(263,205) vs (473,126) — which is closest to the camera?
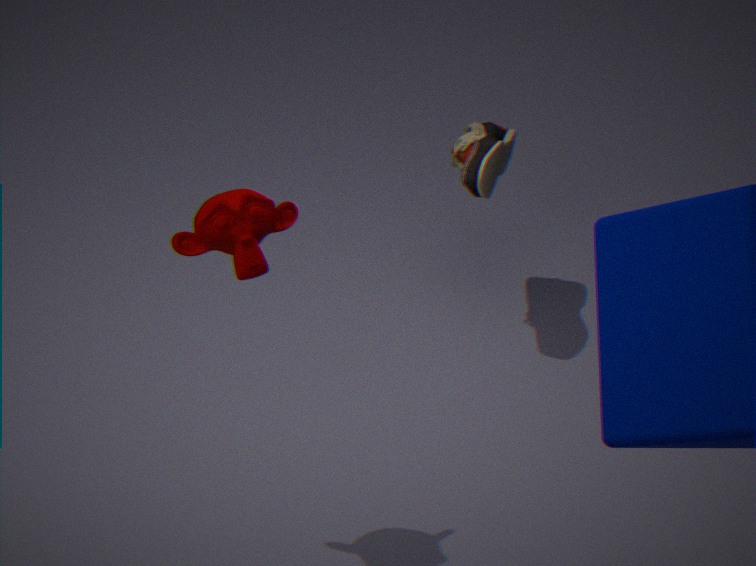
(263,205)
